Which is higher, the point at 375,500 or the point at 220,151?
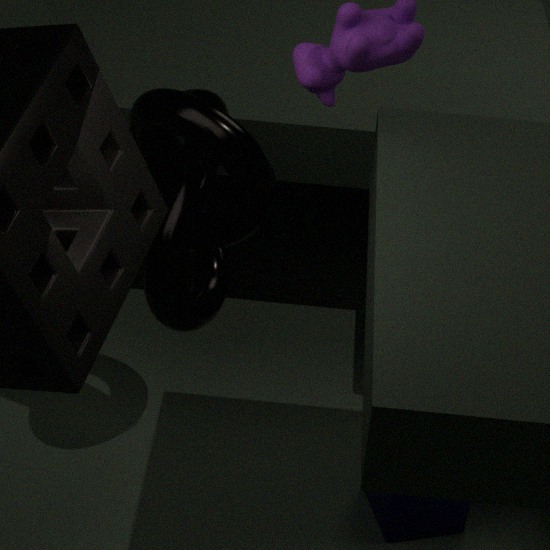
the point at 220,151
